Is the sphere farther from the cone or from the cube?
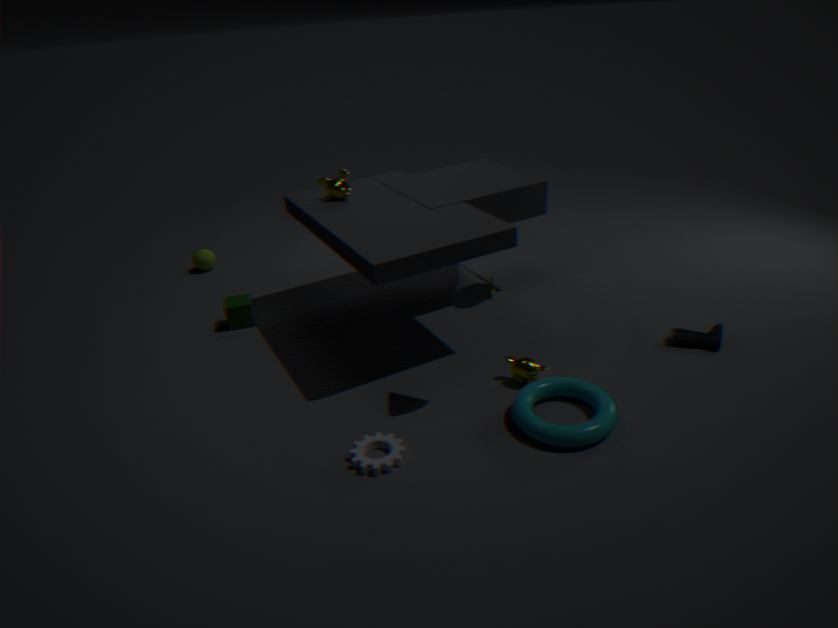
the cone
